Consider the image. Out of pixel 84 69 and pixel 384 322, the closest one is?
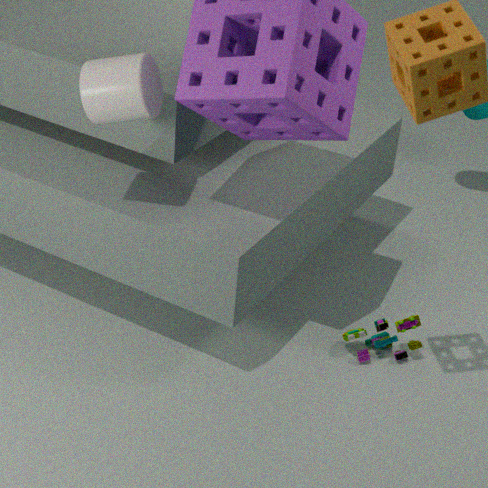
pixel 84 69
